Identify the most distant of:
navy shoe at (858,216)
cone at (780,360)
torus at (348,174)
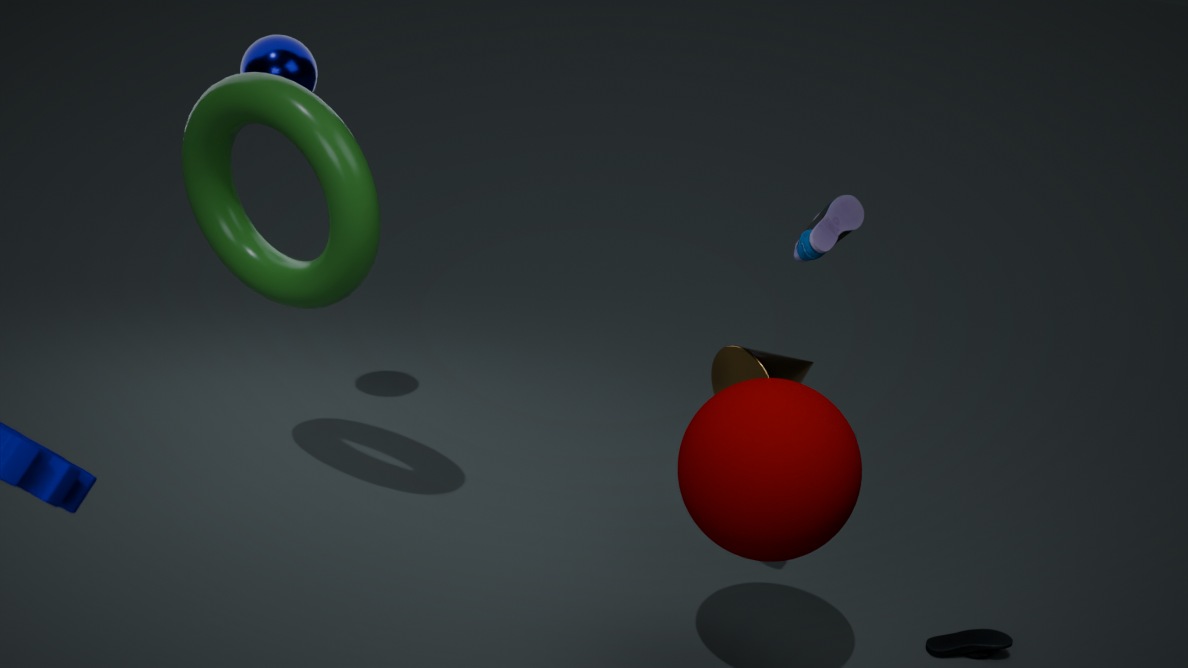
navy shoe at (858,216)
